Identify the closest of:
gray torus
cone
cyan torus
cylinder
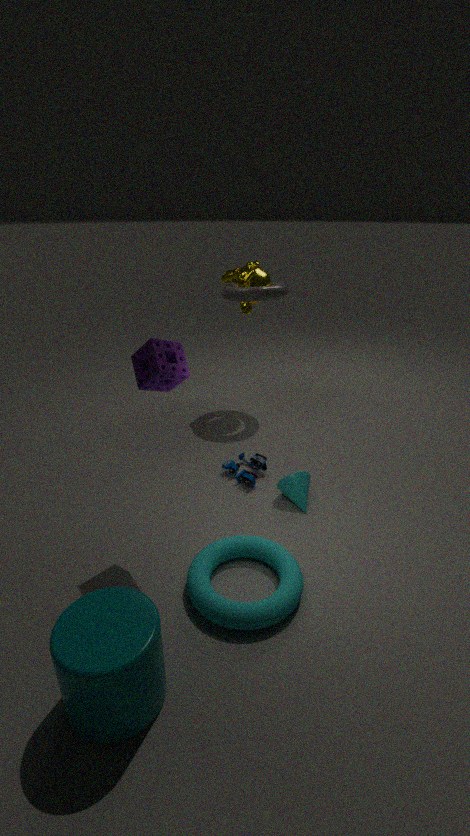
cylinder
